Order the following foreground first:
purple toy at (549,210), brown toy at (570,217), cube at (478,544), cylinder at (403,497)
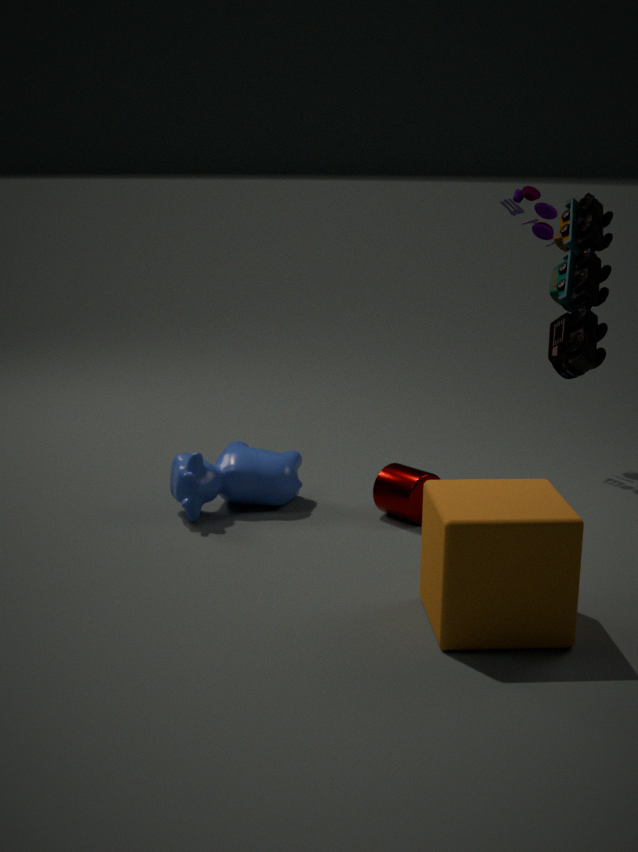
brown toy at (570,217) → cube at (478,544) → cylinder at (403,497) → purple toy at (549,210)
